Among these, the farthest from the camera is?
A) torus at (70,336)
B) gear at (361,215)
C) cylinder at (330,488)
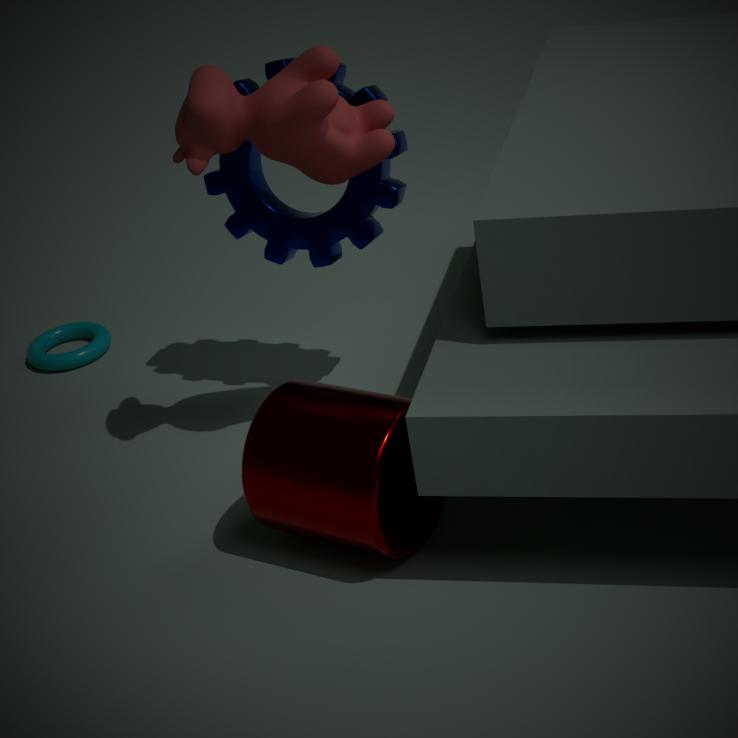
torus at (70,336)
